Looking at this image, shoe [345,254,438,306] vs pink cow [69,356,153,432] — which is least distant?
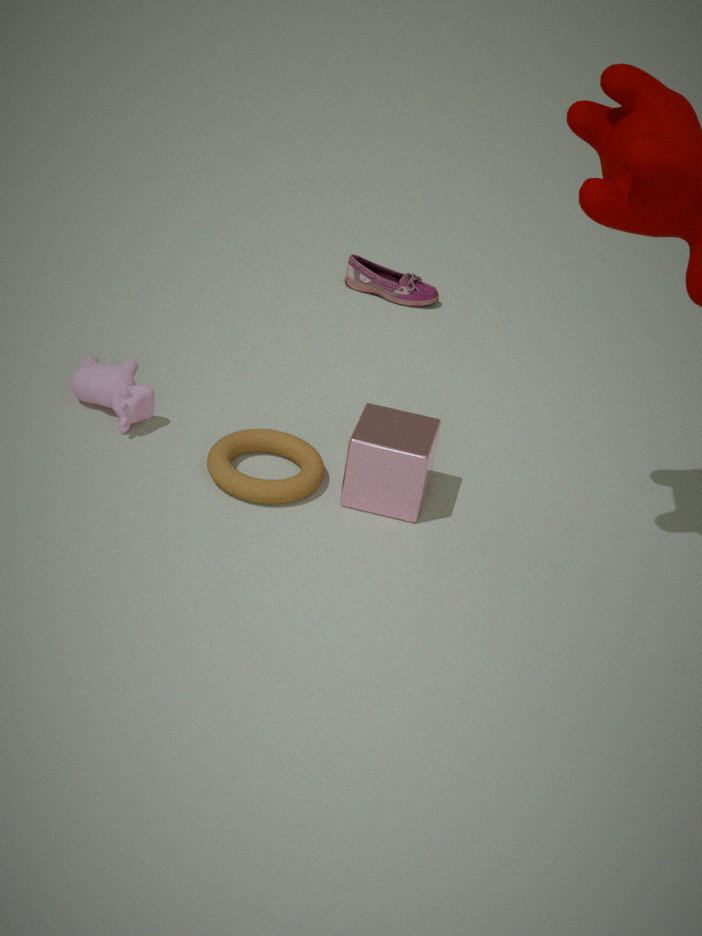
pink cow [69,356,153,432]
